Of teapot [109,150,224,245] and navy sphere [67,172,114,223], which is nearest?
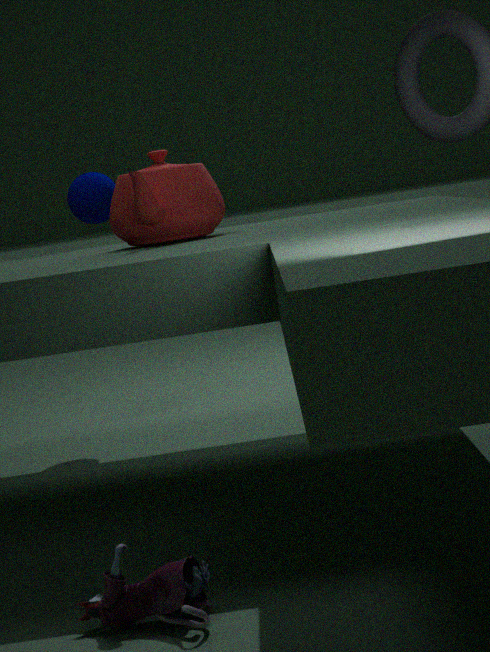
teapot [109,150,224,245]
